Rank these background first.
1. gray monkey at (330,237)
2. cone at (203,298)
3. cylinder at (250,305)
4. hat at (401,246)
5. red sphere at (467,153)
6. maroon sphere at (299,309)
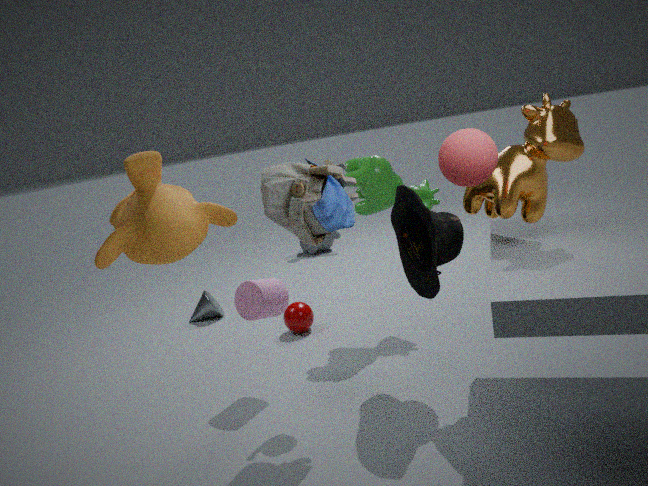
1. gray monkey at (330,237)
2. cone at (203,298)
3. maroon sphere at (299,309)
4. cylinder at (250,305)
5. hat at (401,246)
6. red sphere at (467,153)
